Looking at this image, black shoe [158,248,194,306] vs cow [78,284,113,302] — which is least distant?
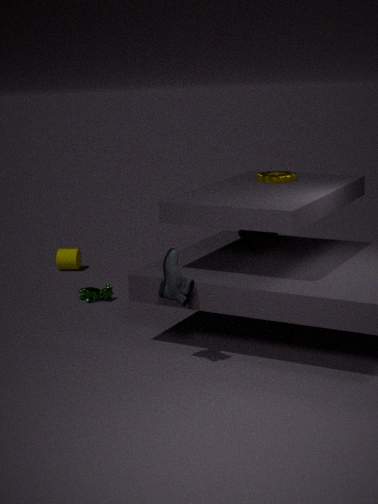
black shoe [158,248,194,306]
